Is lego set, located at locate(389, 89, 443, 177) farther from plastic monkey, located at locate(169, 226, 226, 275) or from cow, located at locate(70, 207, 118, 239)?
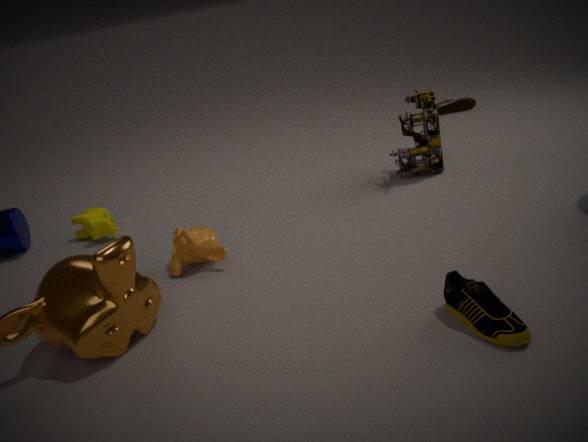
cow, located at locate(70, 207, 118, 239)
